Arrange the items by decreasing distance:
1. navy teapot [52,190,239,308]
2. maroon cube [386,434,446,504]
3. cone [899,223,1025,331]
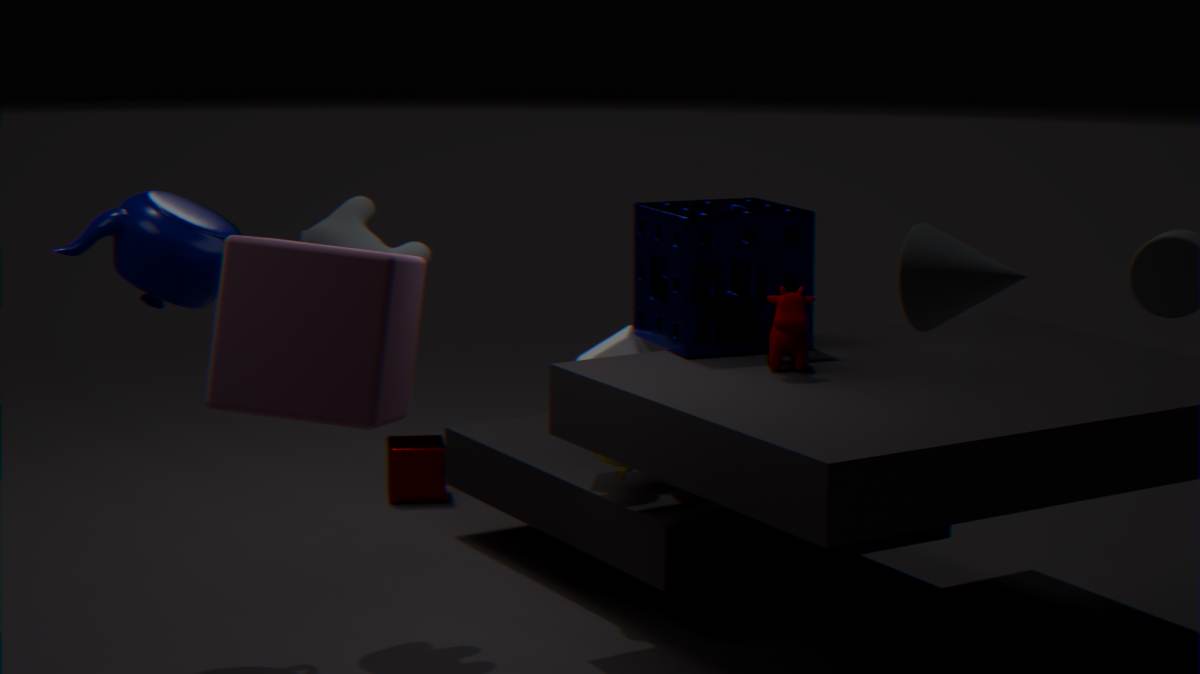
maroon cube [386,434,446,504] → navy teapot [52,190,239,308] → cone [899,223,1025,331]
